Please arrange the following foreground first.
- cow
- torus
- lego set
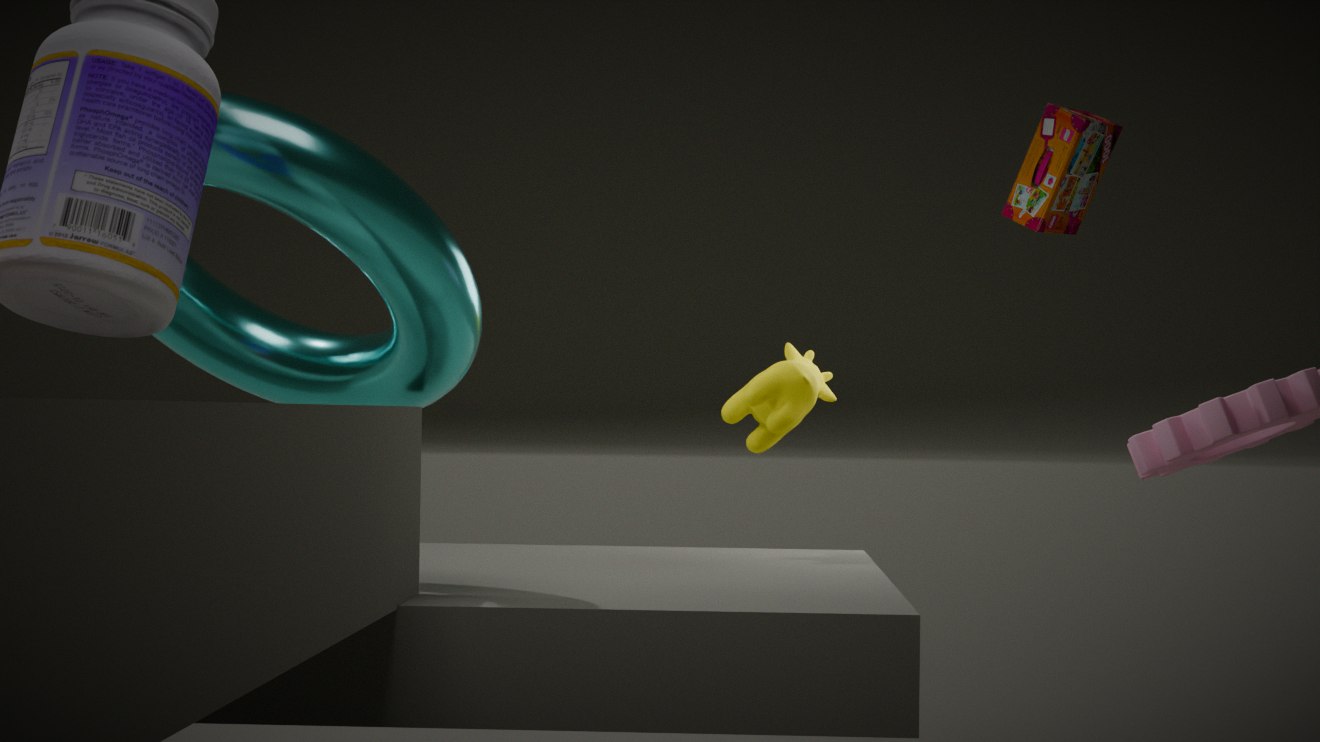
torus
cow
lego set
